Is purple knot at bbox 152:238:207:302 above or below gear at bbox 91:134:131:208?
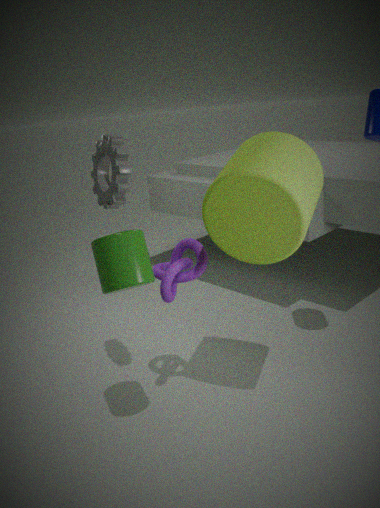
below
